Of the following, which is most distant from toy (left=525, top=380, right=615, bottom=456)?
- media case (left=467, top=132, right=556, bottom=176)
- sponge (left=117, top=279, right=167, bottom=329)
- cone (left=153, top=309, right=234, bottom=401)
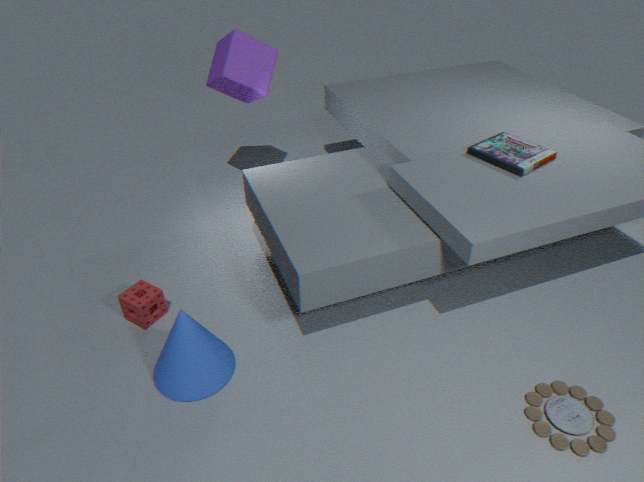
sponge (left=117, top=279, right=167, bottom=329)
